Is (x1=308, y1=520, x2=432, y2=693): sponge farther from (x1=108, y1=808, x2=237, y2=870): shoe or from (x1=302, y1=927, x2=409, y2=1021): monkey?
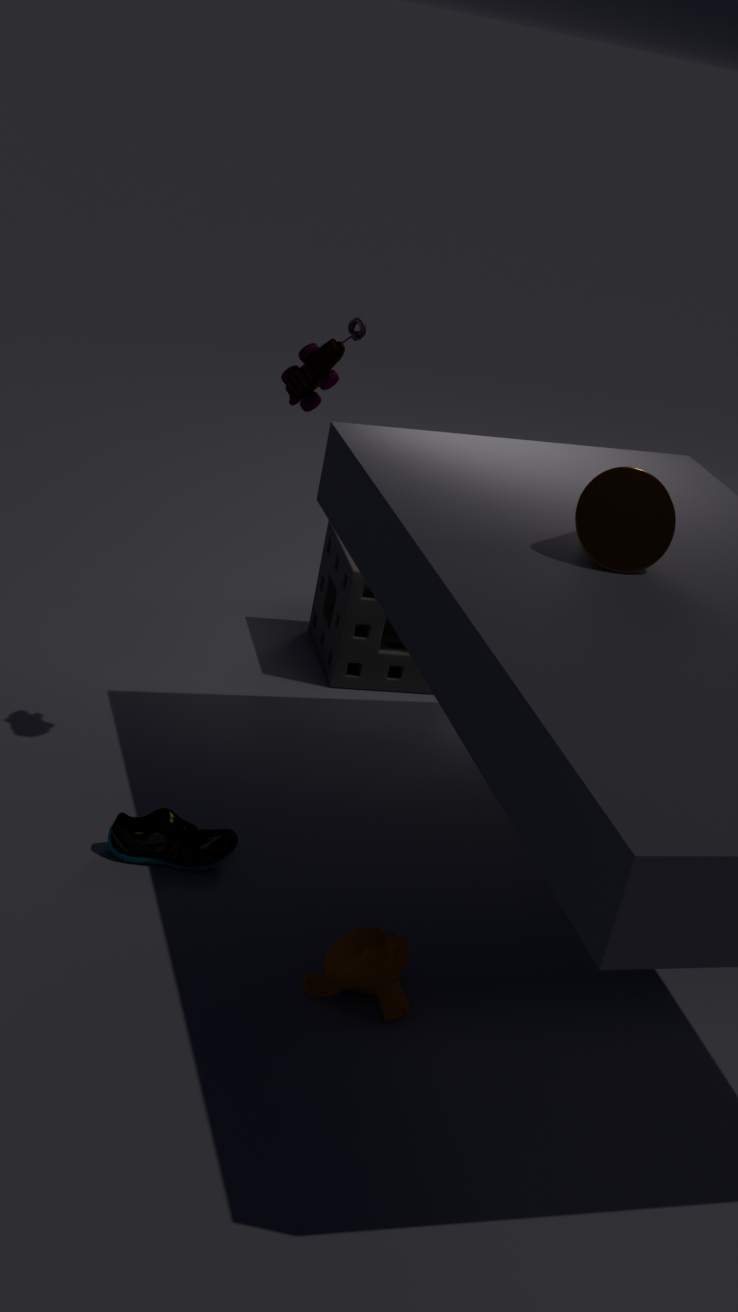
(x1=302, y1=927, x2=409, y2=1021): monkey
